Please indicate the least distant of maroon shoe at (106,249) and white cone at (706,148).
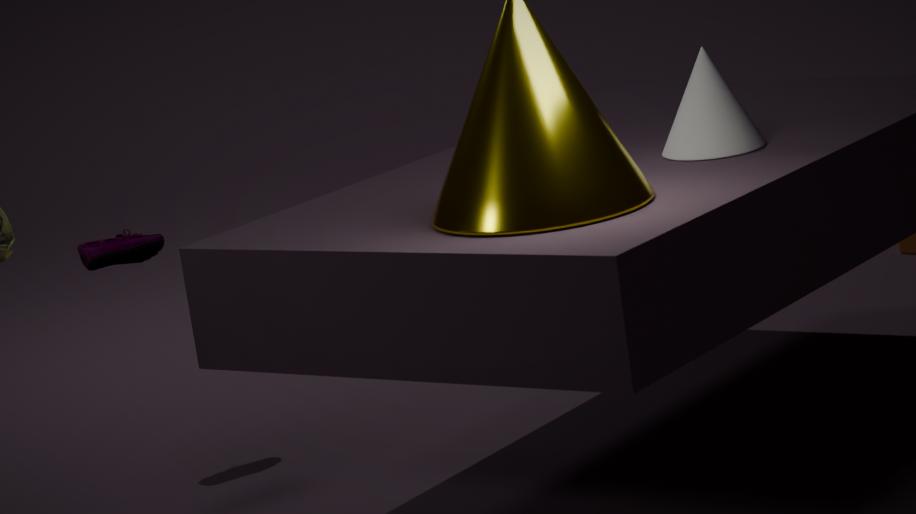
white cone at (706,148)
